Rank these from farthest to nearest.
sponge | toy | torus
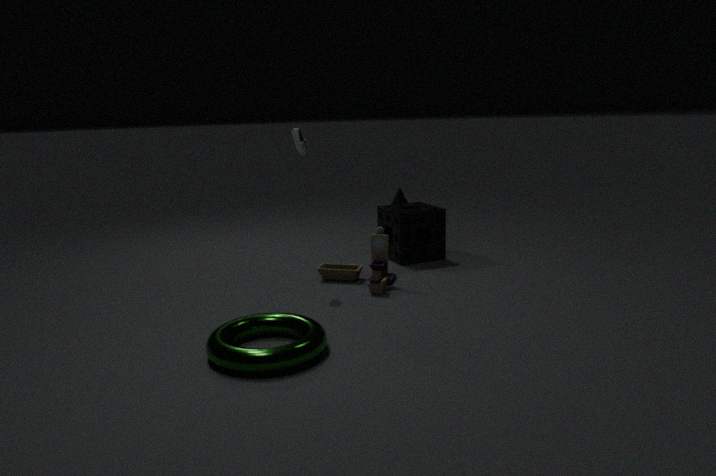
sponge → toy → torus
